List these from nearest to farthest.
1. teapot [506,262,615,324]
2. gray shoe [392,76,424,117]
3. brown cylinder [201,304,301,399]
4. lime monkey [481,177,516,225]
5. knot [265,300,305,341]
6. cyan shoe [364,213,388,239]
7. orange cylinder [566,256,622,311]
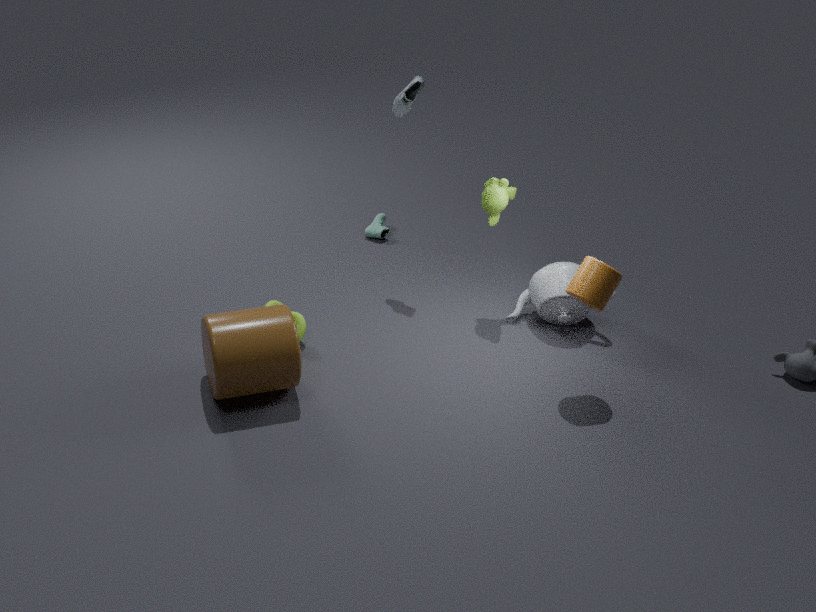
brown cylinder [201,304,301,399]
orange cylinder [566,256,622,311]
knot [265,300,305,341]
lime monkey [481,177,516,225]
teapot [506,262,615,324]
gray shoe [392,76,424,117]
cyan shoe [364,213,388,239]
